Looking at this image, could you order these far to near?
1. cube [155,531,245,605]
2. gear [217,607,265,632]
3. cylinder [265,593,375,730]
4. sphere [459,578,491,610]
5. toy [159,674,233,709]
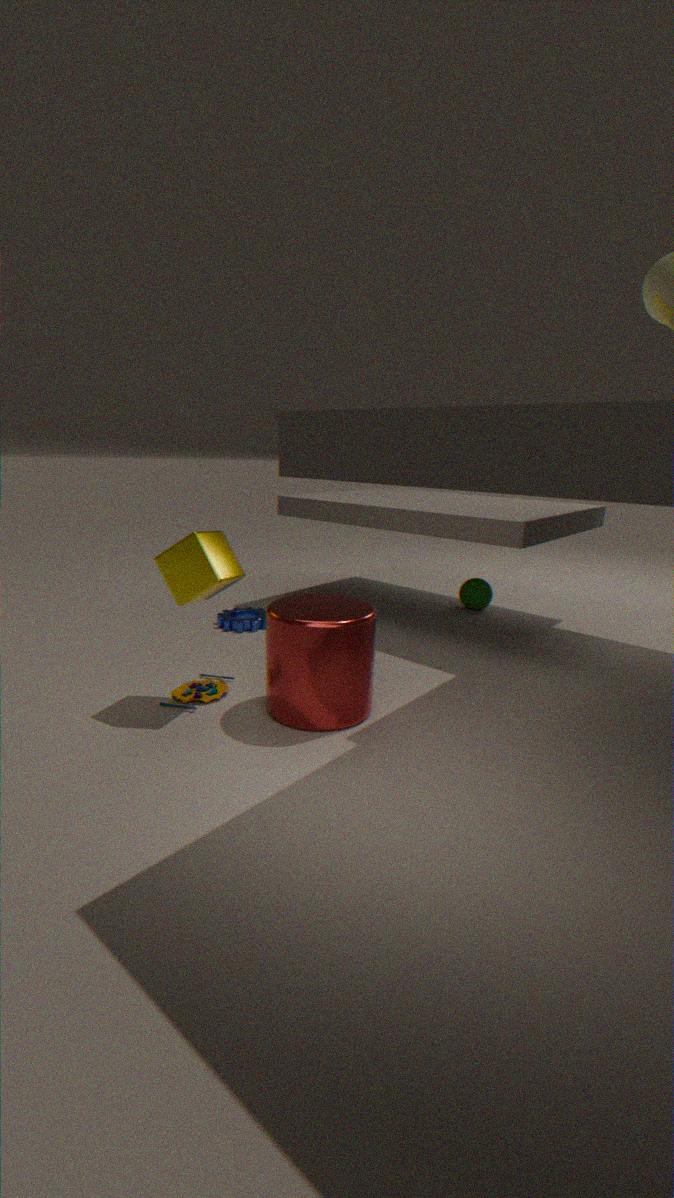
sphere [459,578,491,610] → gear [217,607,265,632] → toy [159,674,233,709] → cube [155,531,245,605] → cylinder [265,593,375,730]
